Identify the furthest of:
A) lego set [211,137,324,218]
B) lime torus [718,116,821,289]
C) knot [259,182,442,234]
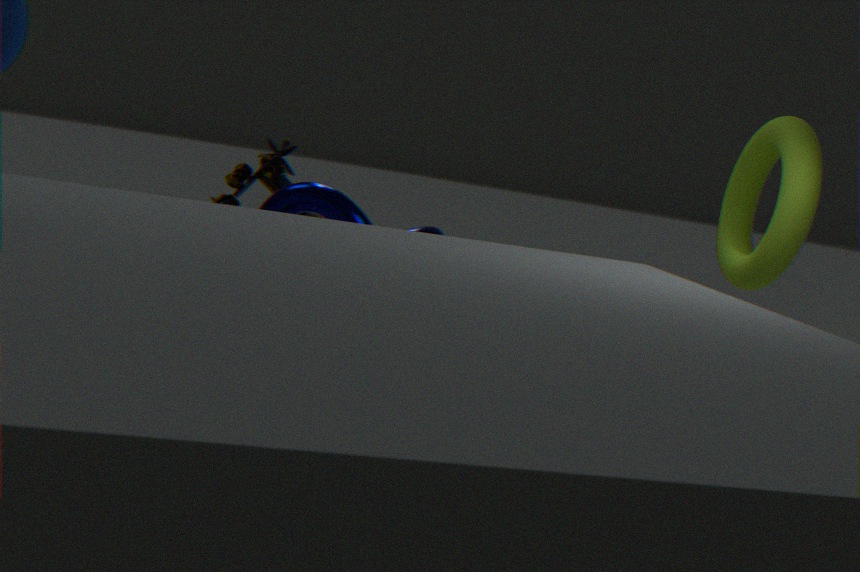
lego set [211,137,324,218]
